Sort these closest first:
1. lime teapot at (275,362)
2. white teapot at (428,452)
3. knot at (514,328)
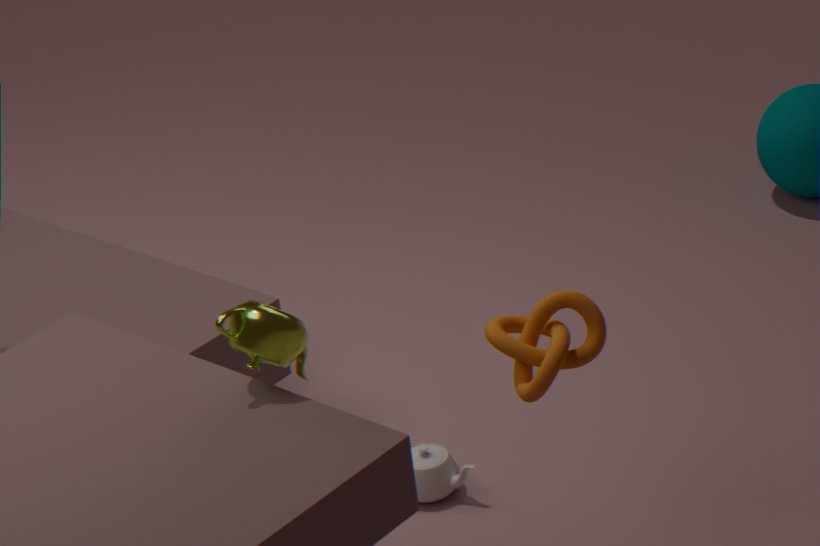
lime teapot at (275,362) → knot at (514,328) → white teapot at (428,452)
